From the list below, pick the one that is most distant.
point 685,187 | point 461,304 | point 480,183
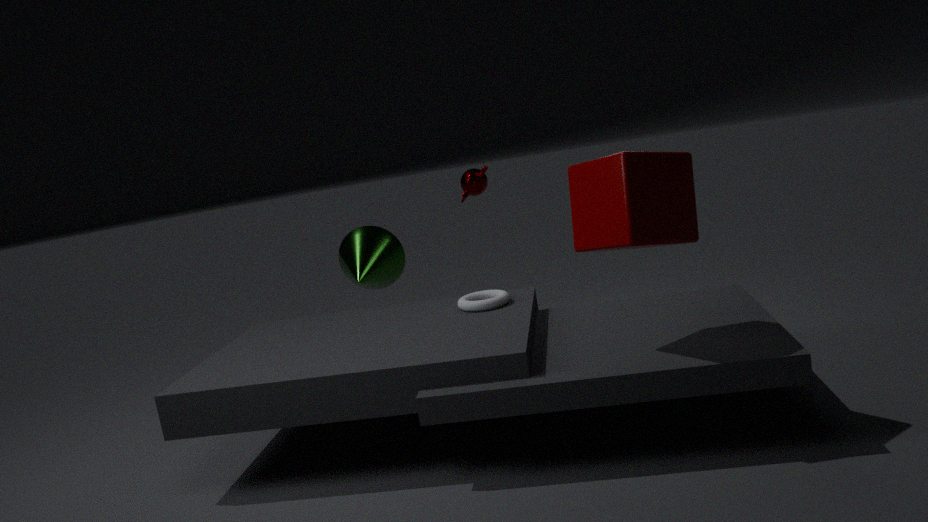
point 480,183
